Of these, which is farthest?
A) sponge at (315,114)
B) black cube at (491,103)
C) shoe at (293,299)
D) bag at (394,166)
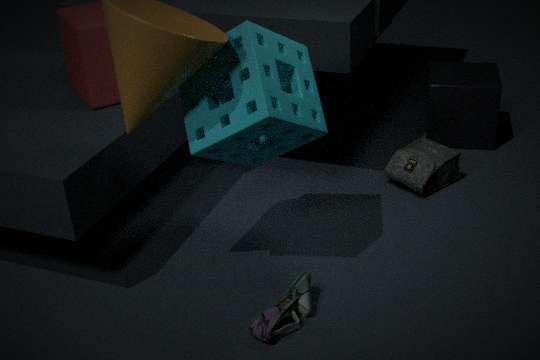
black cube at (491,103)
